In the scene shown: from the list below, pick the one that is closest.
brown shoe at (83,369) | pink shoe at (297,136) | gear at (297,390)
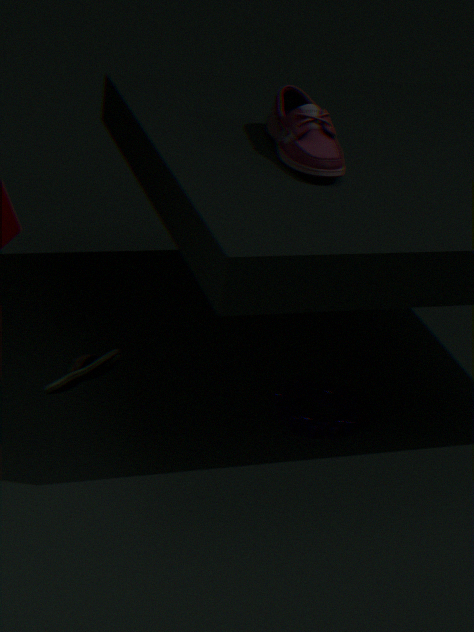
brown shoe at (83,369)
